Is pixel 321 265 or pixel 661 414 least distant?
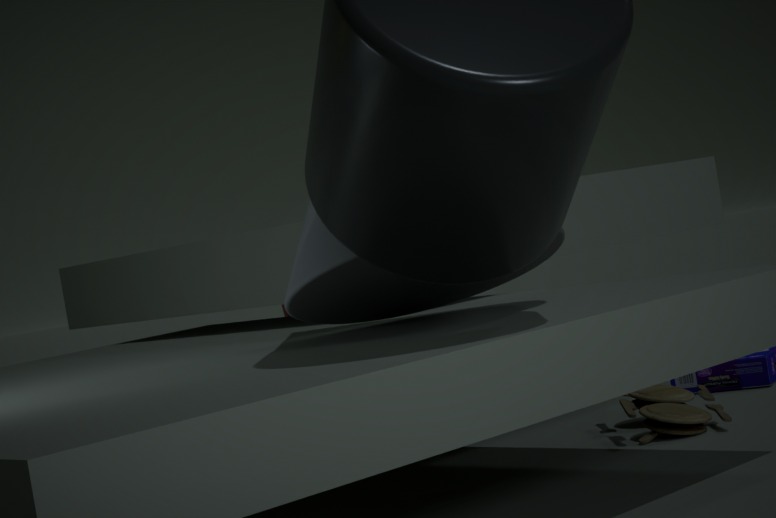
pixel 321 265
